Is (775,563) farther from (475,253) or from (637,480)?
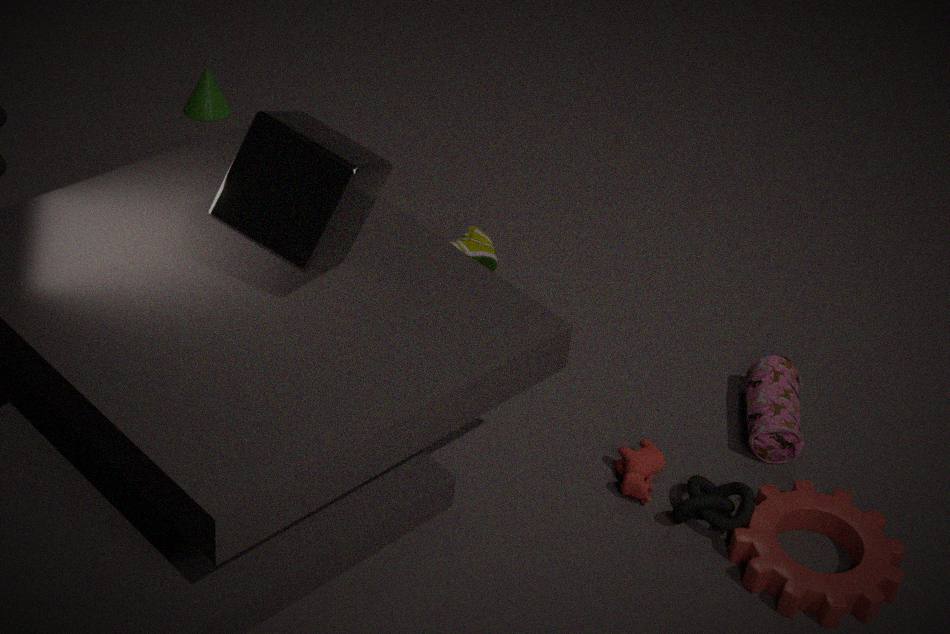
(475,253)
